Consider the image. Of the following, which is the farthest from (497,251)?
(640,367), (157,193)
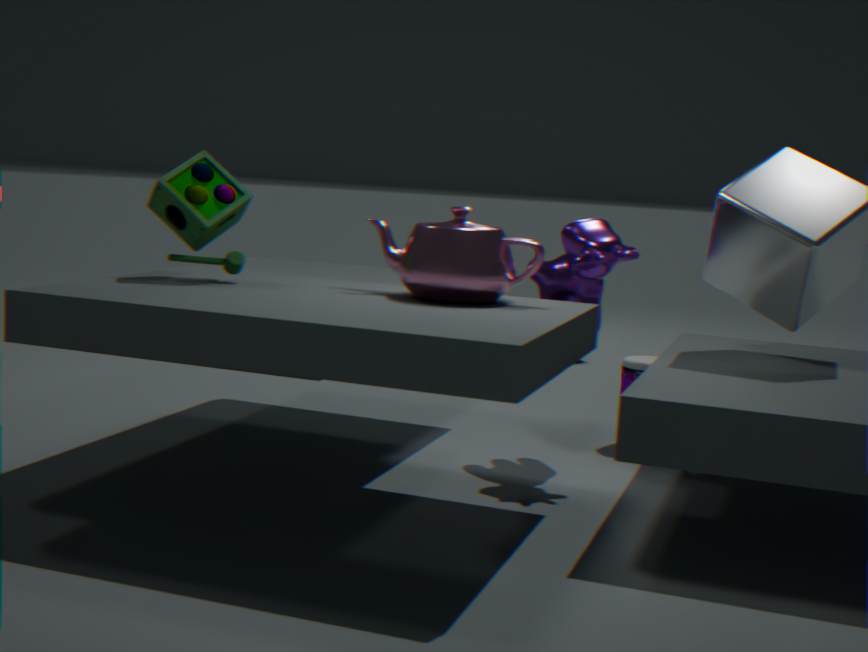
(640,367)
